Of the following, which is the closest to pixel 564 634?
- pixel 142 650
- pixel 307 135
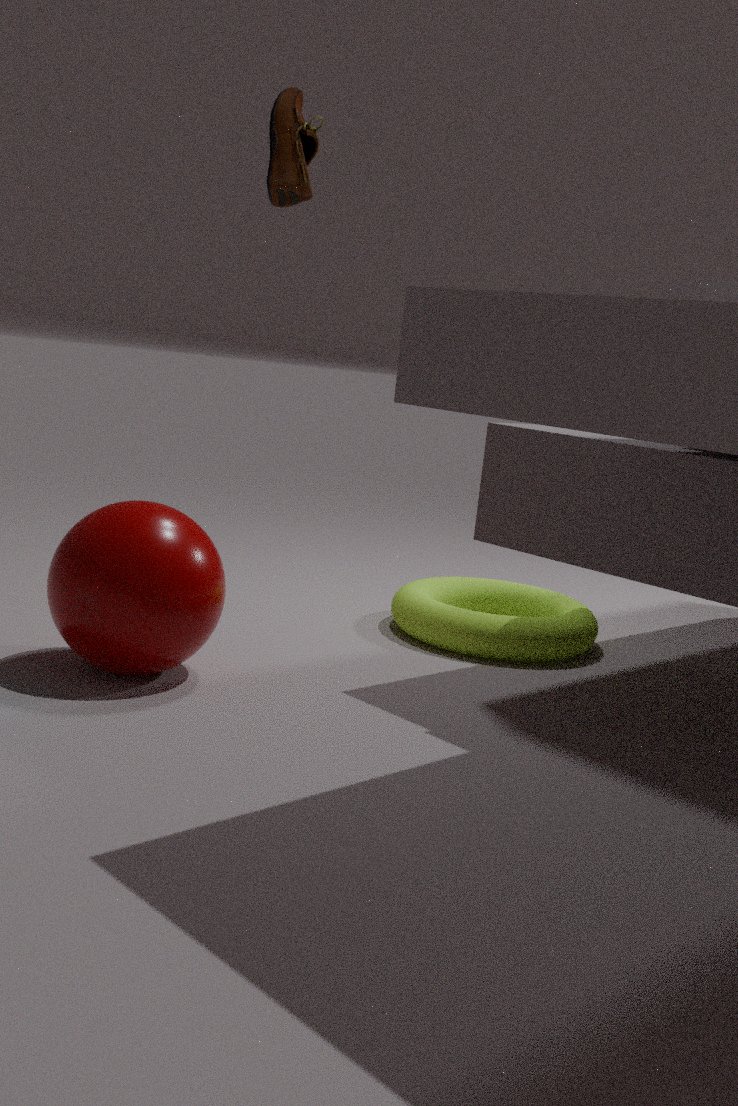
pixel 142 650
